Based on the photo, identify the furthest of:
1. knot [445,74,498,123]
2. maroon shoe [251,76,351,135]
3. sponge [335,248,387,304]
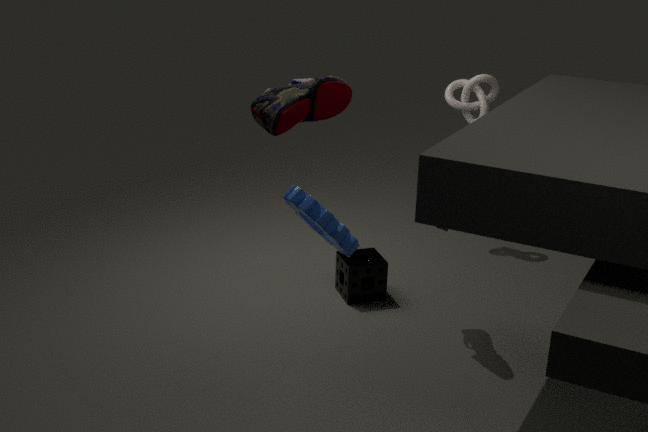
knot [445,74,498,123]
